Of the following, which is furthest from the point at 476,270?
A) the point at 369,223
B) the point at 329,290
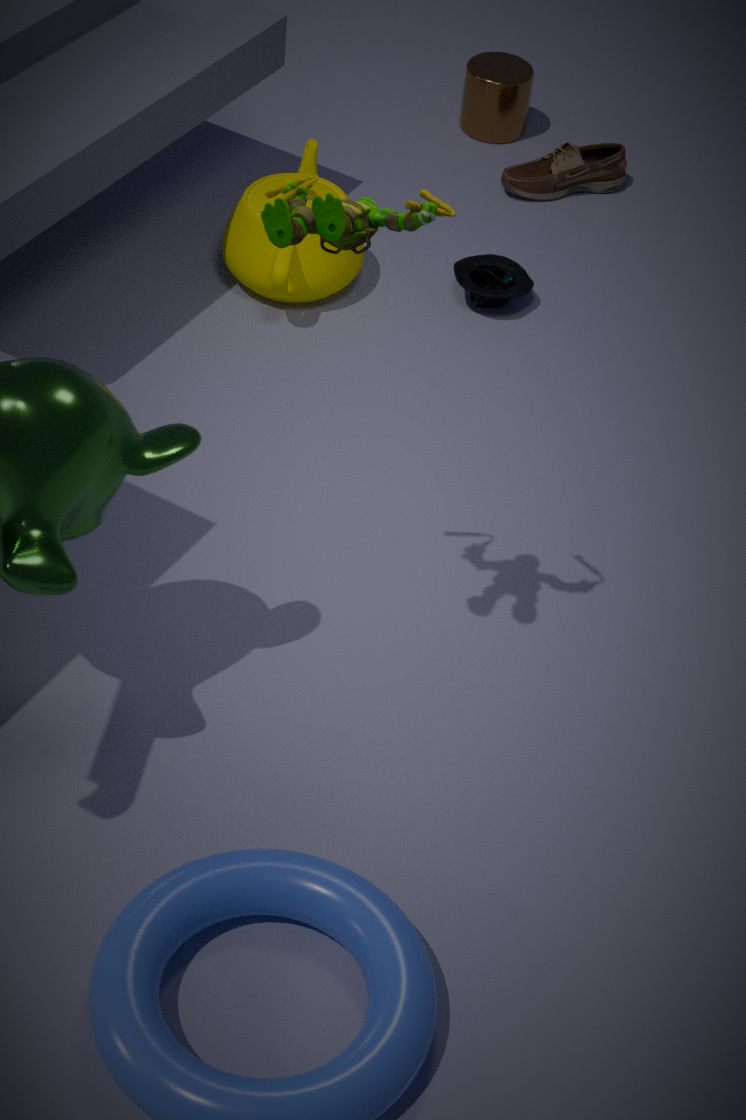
the point at 369,223
